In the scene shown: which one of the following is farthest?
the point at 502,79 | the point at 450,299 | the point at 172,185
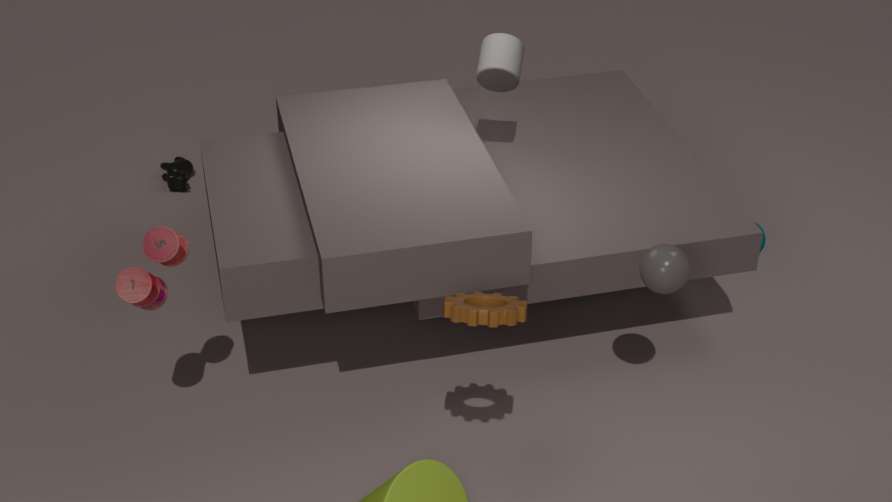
the point at 172,185
